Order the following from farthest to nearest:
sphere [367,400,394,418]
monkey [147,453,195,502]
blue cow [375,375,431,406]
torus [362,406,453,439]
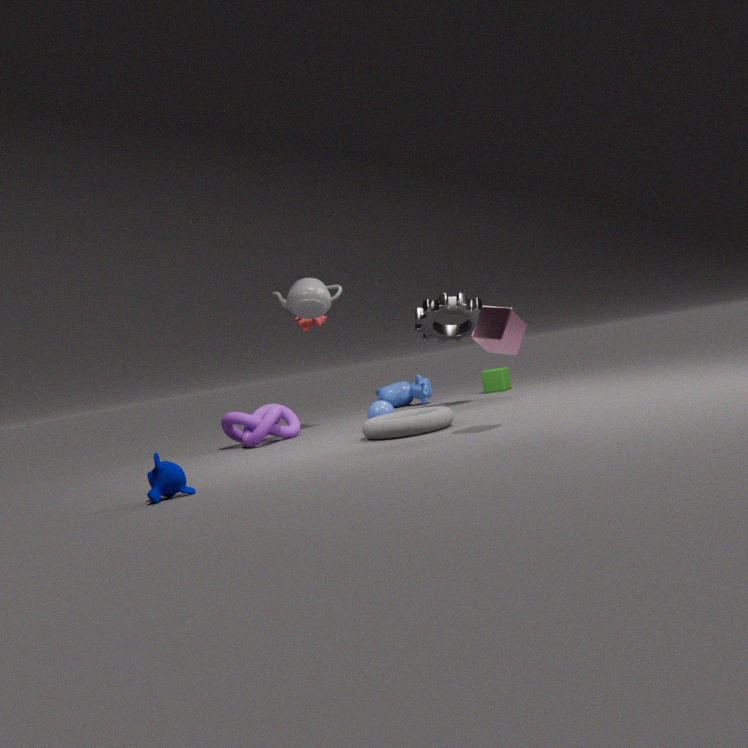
1. blue cow [375,375,431,406]
2. sphere [367,400,394,418]
3. torus [362,406,453,439]
4. monkey [147,453,195,502]
